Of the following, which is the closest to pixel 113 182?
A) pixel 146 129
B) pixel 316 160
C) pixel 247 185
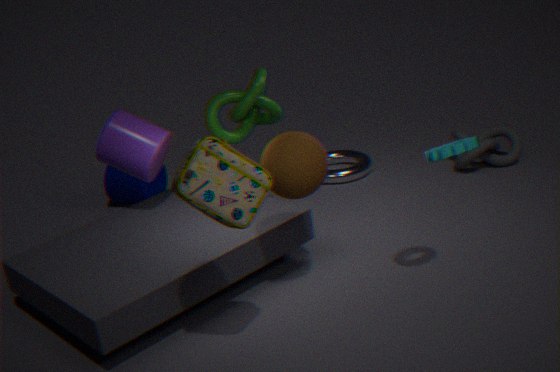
pixel 146 129
